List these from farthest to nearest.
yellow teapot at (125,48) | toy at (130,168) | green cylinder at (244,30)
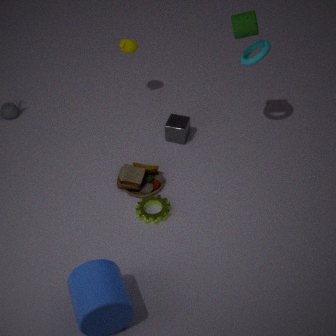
yellow teapot at (125,48), toy at (130,168), green cylinder at (244,30)
